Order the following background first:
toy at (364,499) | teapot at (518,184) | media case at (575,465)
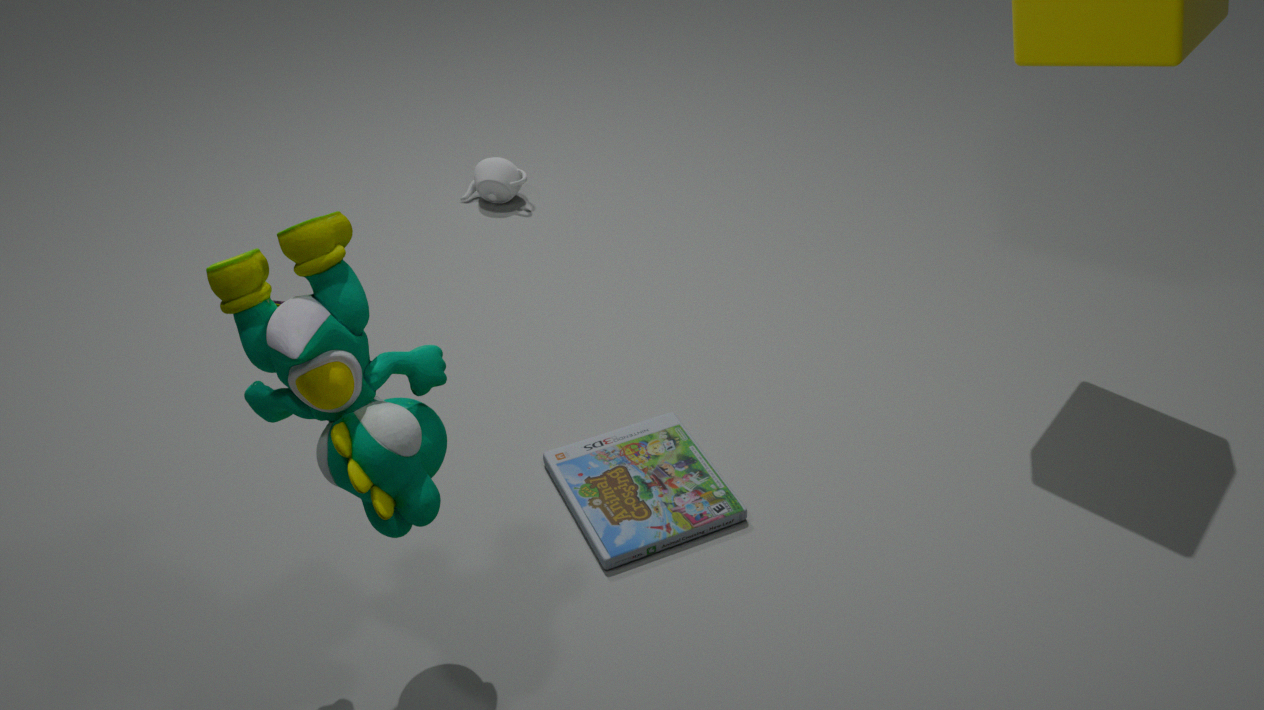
teapot at (518,184) < media case at (575,465) < toy at (364,499)
